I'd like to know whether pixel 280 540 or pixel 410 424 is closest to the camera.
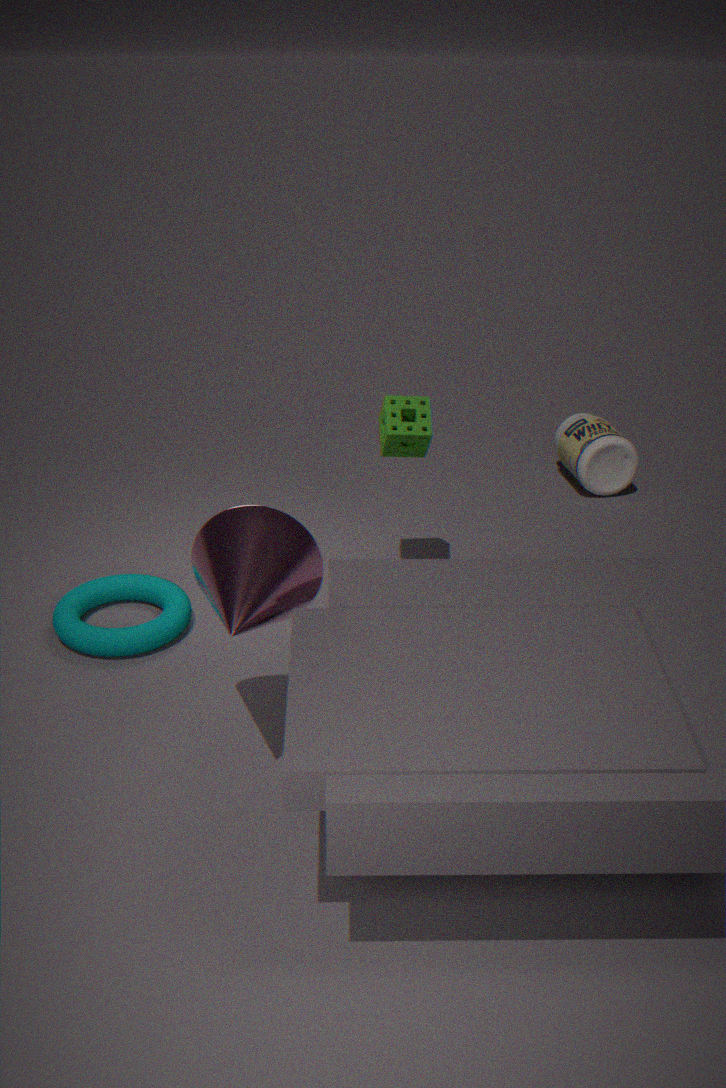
pixel 280 540
